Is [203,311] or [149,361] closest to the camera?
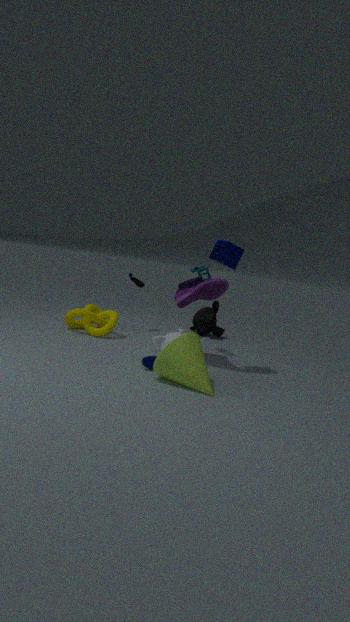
[149,361]
